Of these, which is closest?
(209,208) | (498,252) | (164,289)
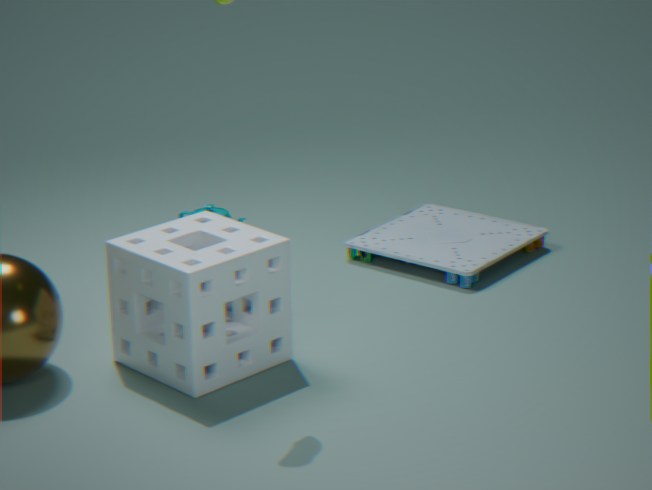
(164,289)
